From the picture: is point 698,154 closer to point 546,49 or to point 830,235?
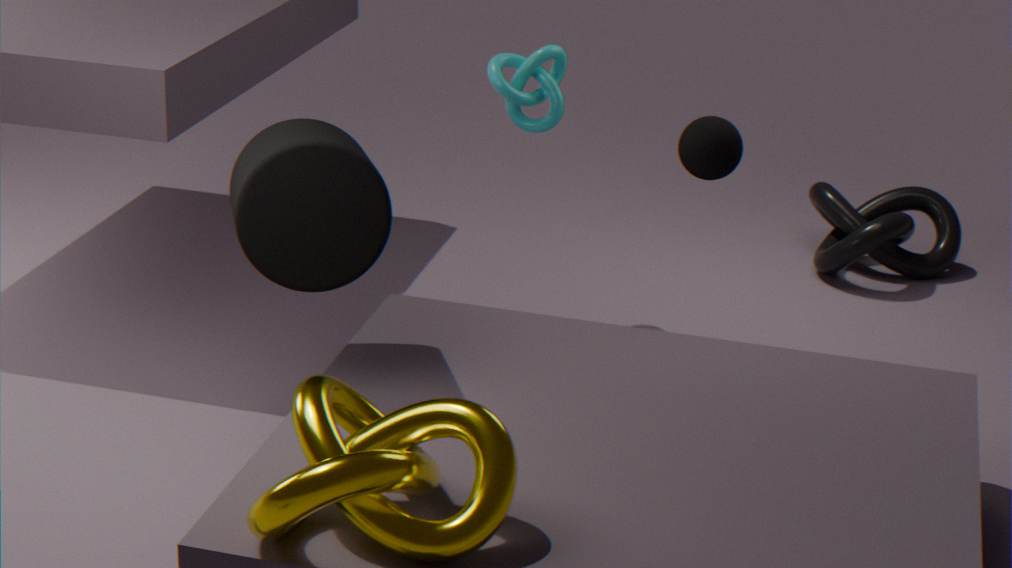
point 546,49
